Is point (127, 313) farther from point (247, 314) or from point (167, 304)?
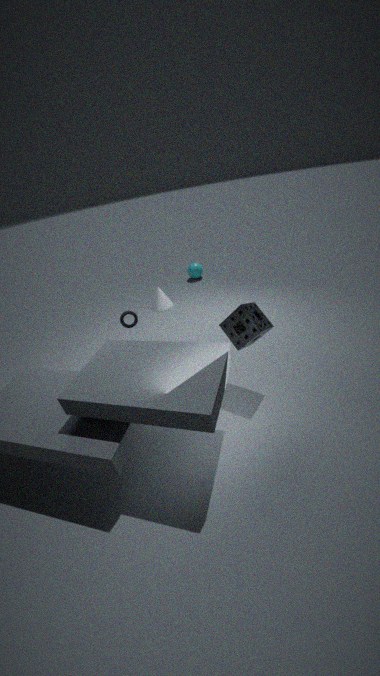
point (247, 314)
